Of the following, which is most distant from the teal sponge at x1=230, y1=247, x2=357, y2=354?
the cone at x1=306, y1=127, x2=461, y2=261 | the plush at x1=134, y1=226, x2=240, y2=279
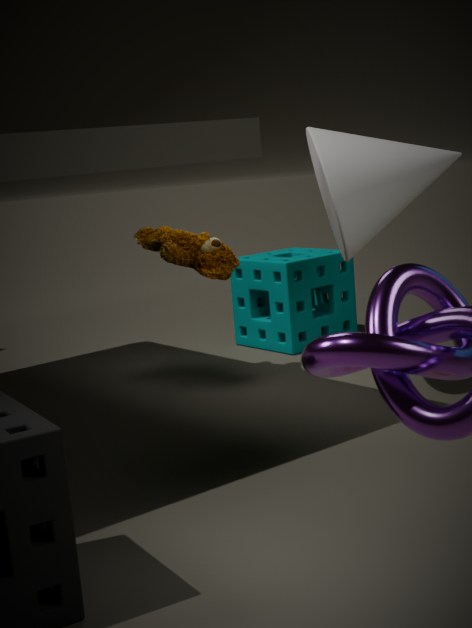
the cone at x1=306, y1=127, x2=461, y2=261
